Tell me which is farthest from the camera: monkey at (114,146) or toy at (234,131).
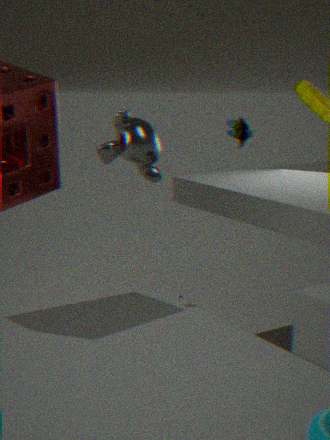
toy at (234,131)
